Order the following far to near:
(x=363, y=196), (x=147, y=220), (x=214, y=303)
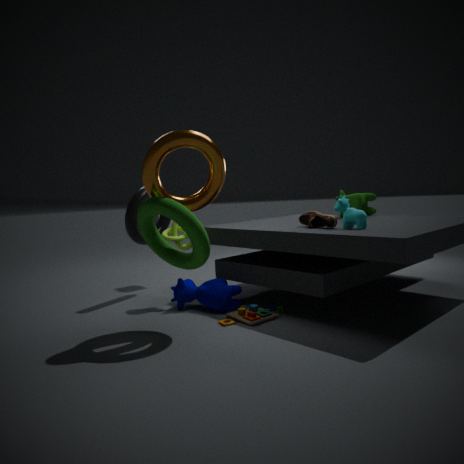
(x=363, y=196)
(x=214, y=303)
(x=147, y=220)
